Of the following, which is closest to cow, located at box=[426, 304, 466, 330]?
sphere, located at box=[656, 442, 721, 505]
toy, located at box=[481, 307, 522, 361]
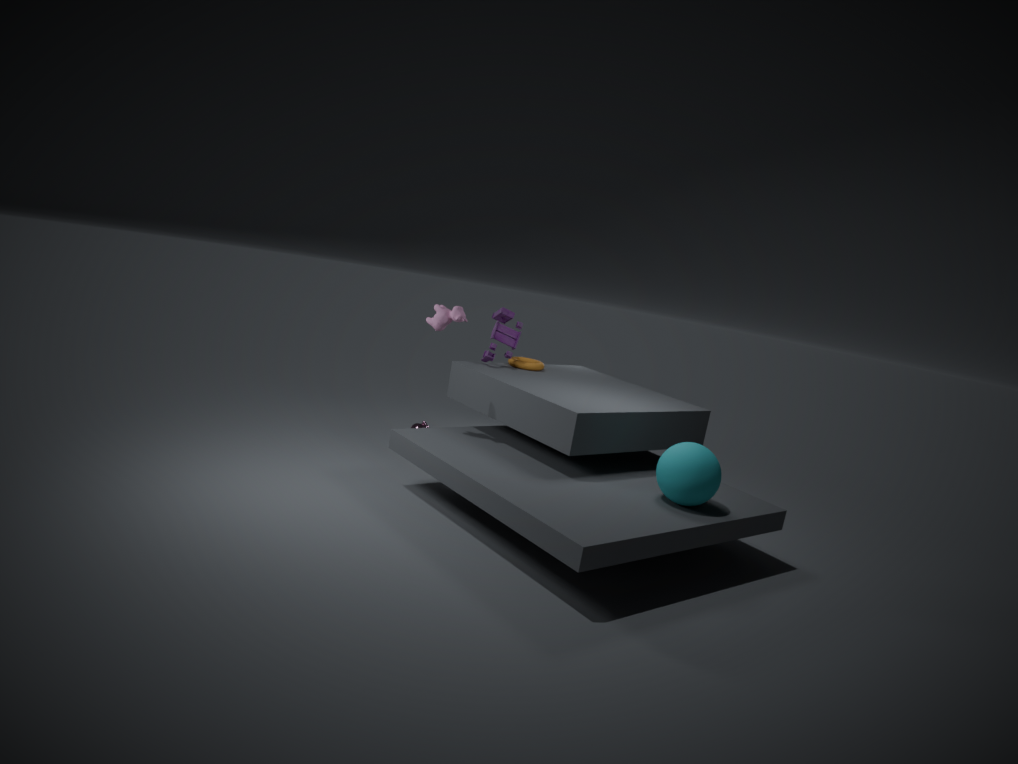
toy, located at box=[481, 307, 522, 361]
